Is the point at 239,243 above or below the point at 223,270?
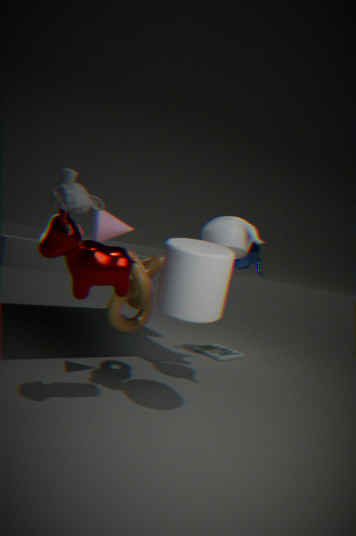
above
